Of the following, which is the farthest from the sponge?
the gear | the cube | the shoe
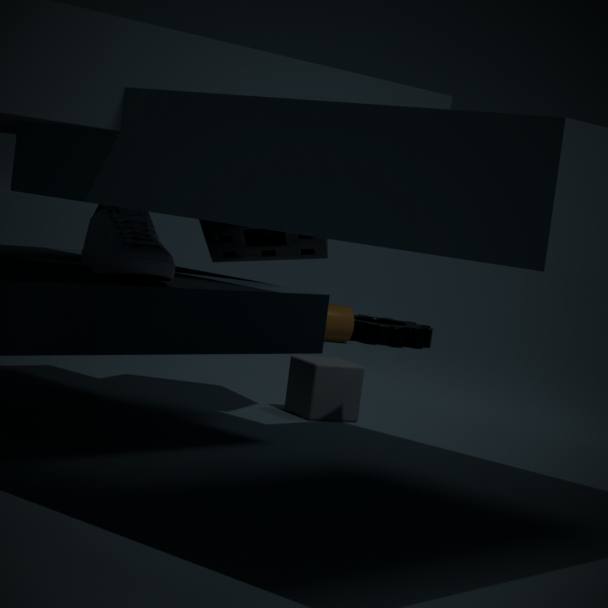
the gear
